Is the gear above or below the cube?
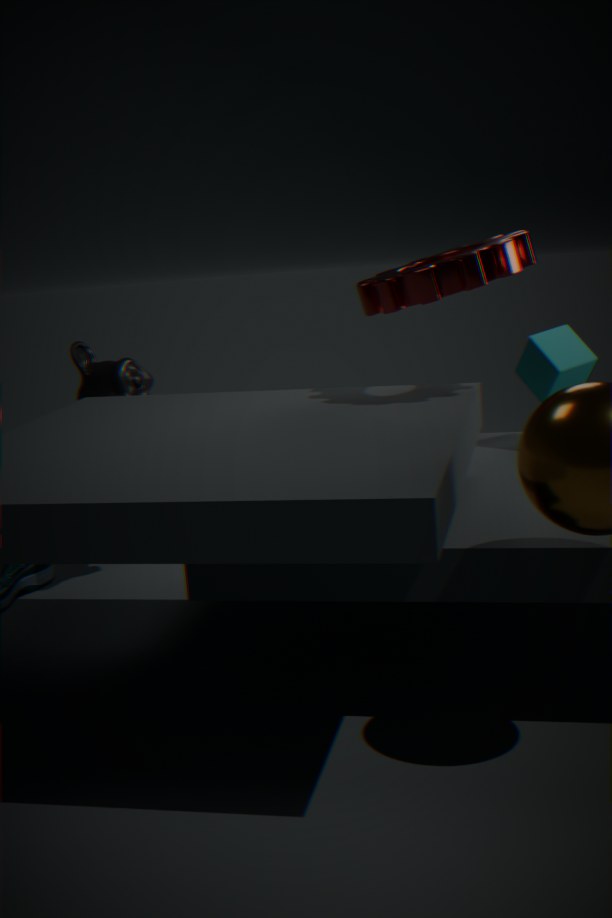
above
